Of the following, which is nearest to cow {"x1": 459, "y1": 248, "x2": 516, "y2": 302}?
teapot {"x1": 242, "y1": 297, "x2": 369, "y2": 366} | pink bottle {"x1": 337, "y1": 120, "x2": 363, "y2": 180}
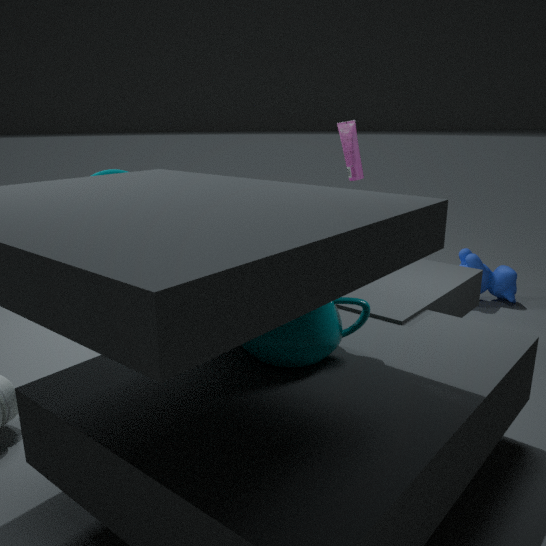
pink bottle {"x1": 337, "y1": 120, "x2": 363, "y2": 180}
